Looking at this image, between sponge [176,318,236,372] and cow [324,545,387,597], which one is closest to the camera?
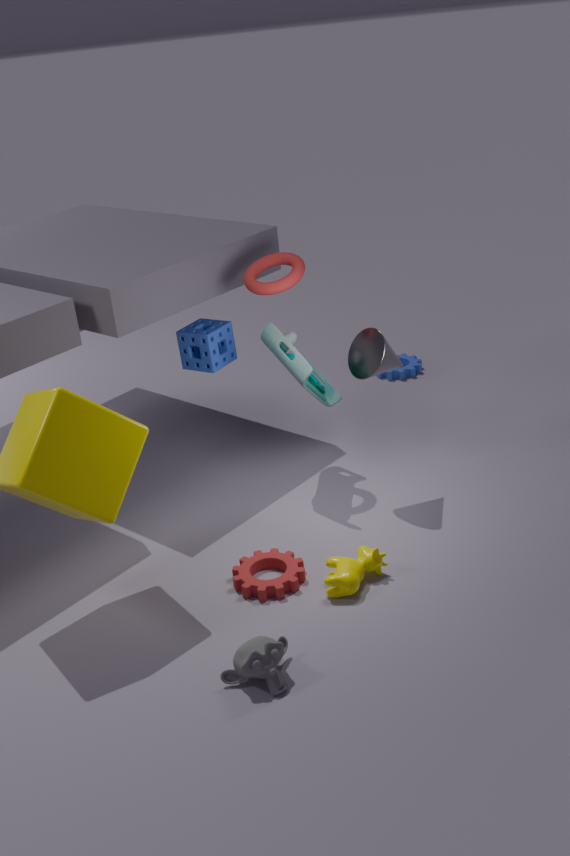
cow [324,545,387,597]
